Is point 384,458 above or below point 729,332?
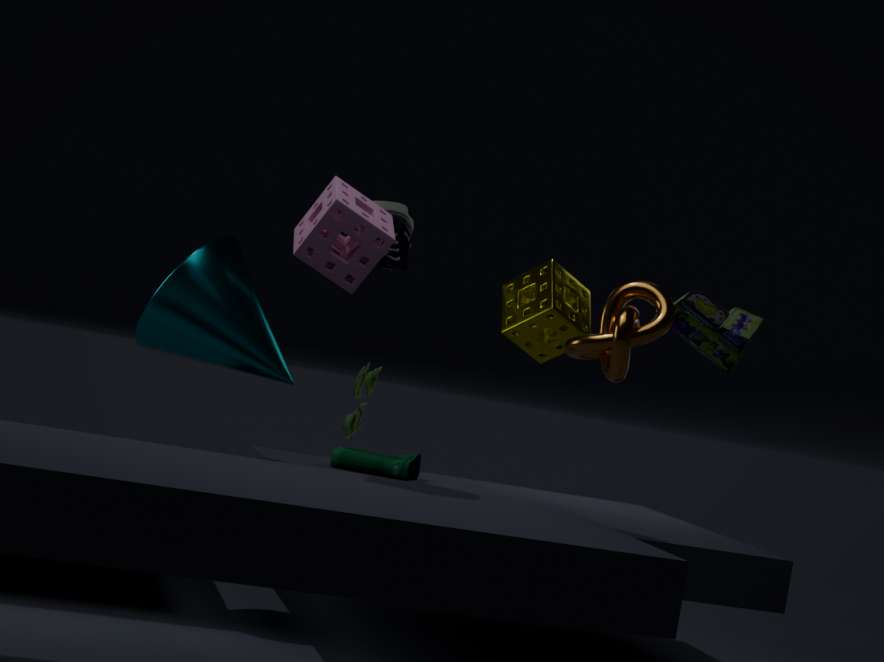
below
